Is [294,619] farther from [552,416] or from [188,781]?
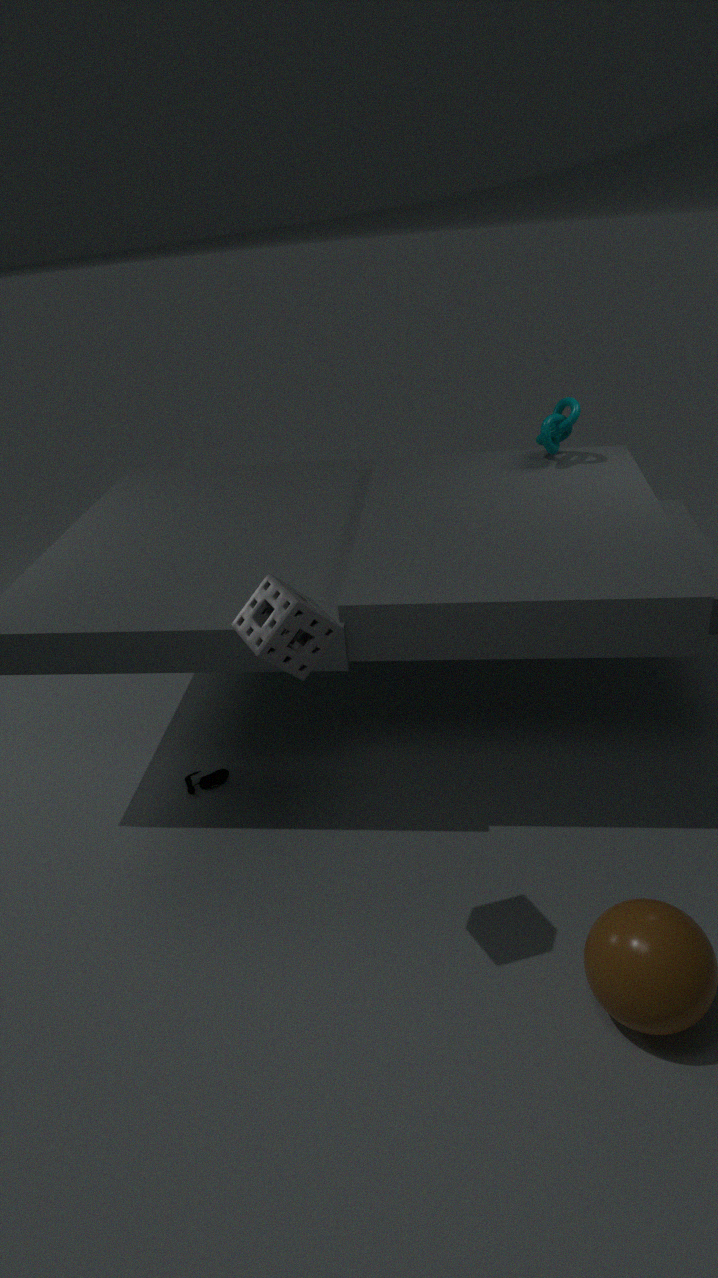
[552,416]
